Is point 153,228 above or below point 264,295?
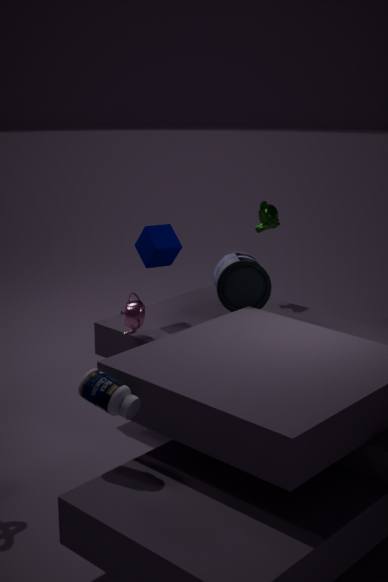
above
